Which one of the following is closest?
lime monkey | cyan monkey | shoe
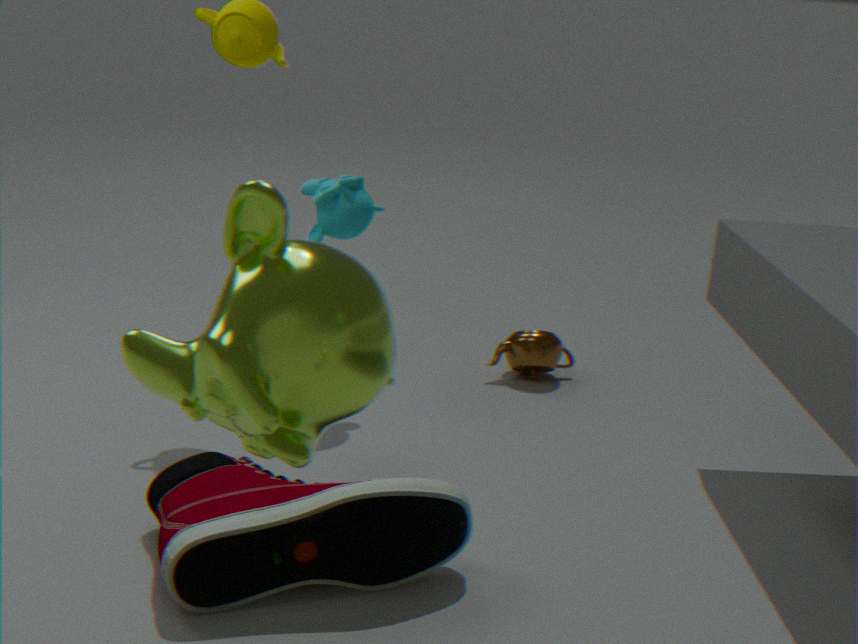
lime monkey
